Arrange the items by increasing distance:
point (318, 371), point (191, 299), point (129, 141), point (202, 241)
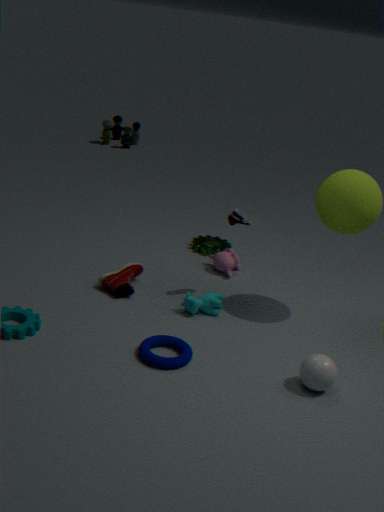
point (318, 371), point (191, 299), point (202, 241), point (129, 141)
